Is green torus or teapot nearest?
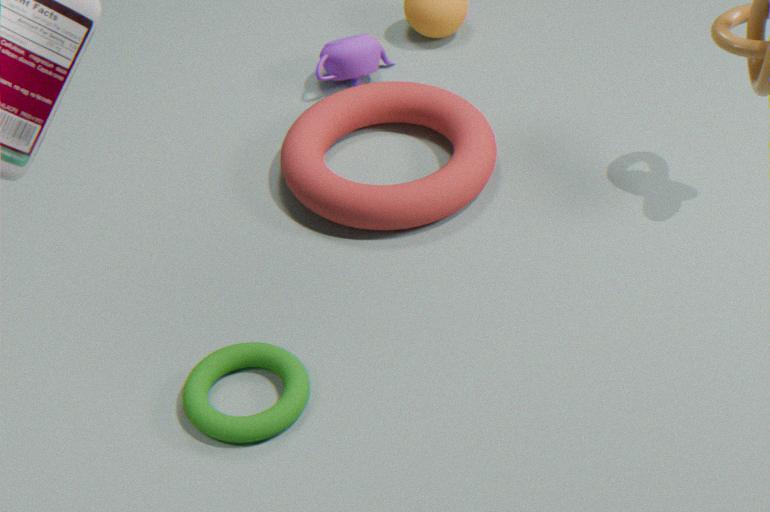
→ green torus
